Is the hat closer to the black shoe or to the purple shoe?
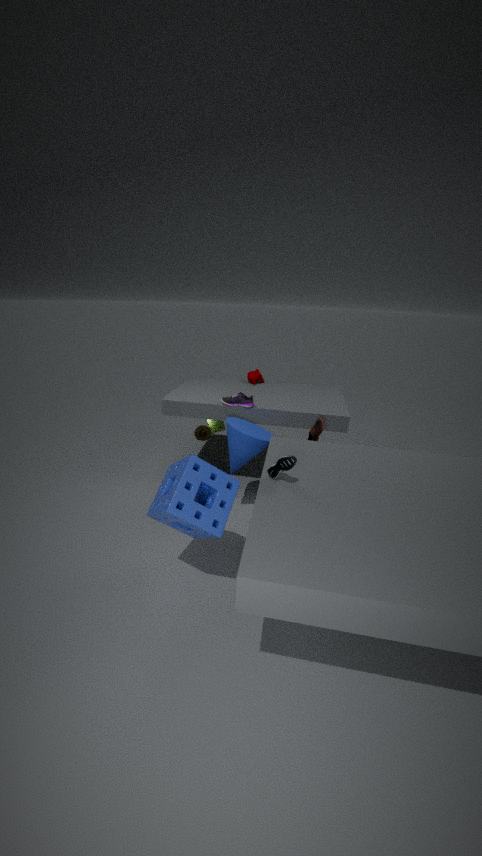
the purple shoe
